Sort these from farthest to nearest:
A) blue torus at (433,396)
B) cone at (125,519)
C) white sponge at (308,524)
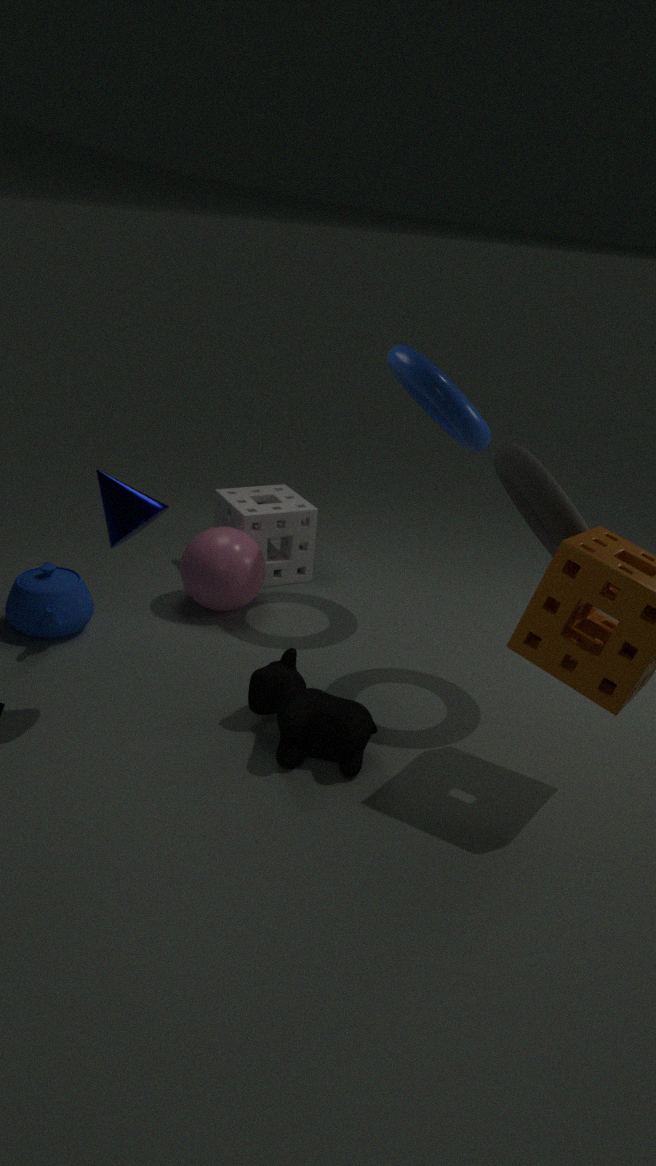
white sponge at (308,524)
blue torus at (433,396)
cone at (125,519)
